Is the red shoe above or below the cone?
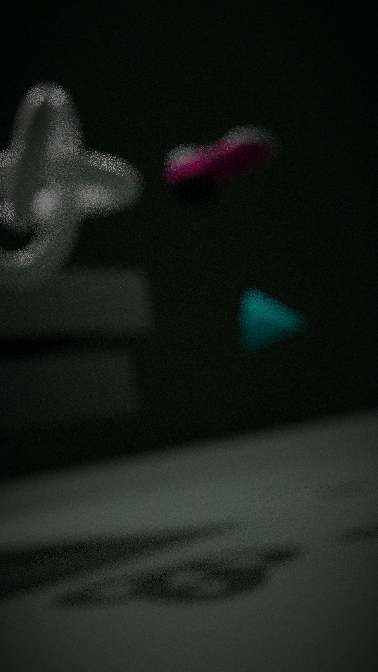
above
